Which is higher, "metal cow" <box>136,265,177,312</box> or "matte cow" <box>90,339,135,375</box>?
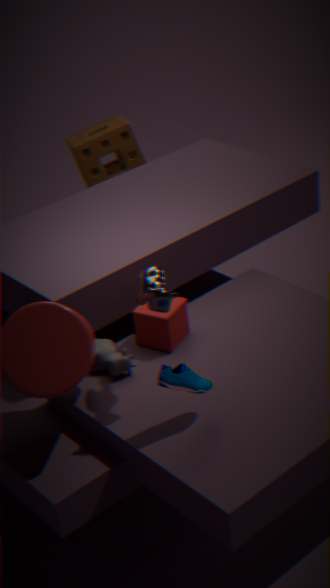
"metal cow" <box>136,265,177,312</box>
